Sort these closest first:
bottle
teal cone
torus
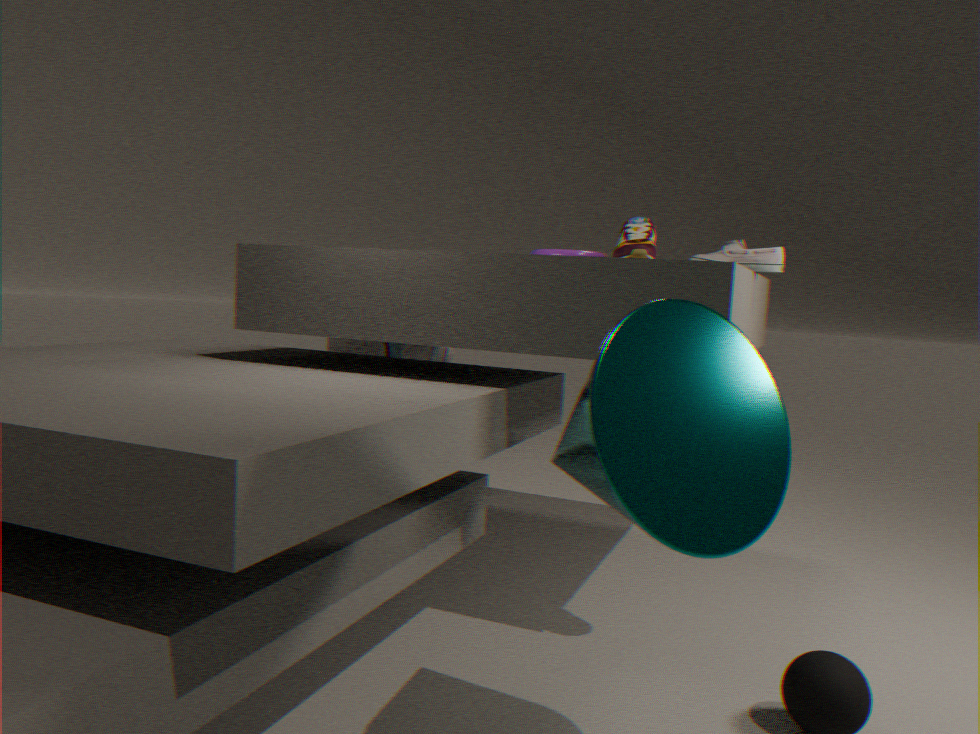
teal cone → torus → bottle
